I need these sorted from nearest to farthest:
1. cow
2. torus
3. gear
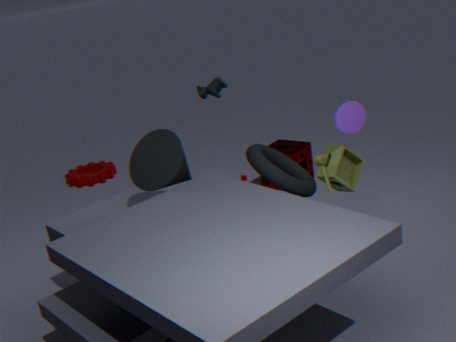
1. torus
2. cow
3. gear
